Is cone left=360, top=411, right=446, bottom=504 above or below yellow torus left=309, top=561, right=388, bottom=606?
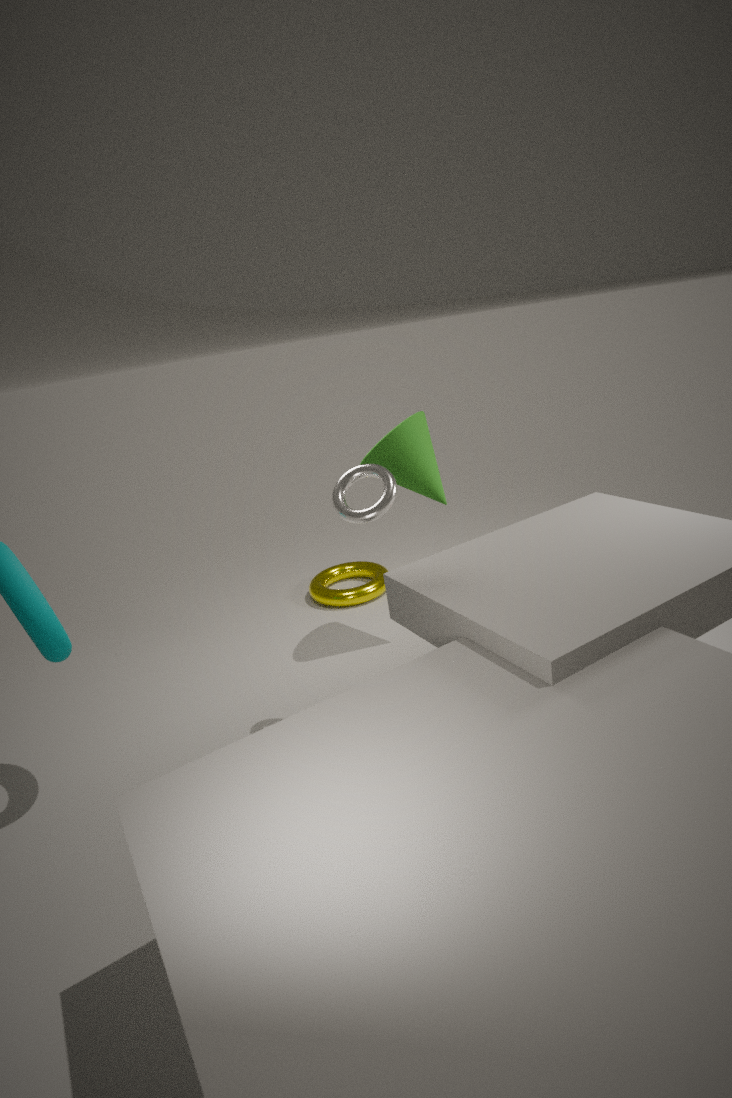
above
